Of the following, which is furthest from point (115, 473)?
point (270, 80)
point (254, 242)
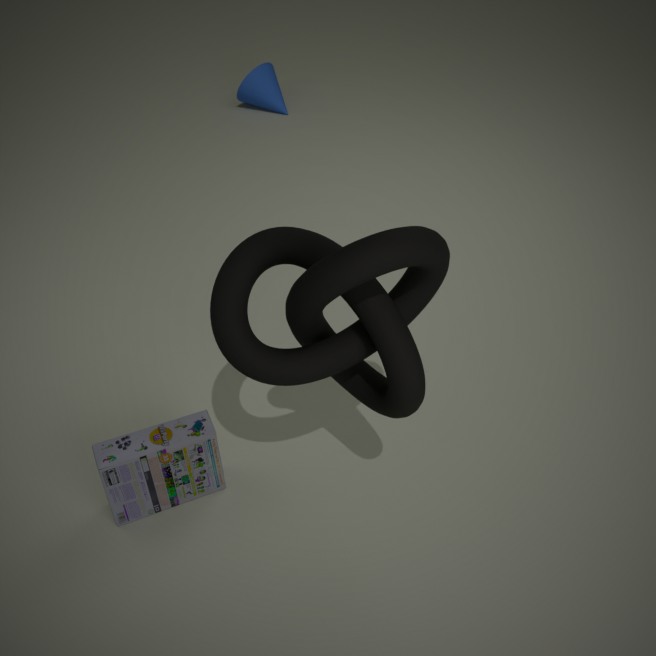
point (270, 80)
